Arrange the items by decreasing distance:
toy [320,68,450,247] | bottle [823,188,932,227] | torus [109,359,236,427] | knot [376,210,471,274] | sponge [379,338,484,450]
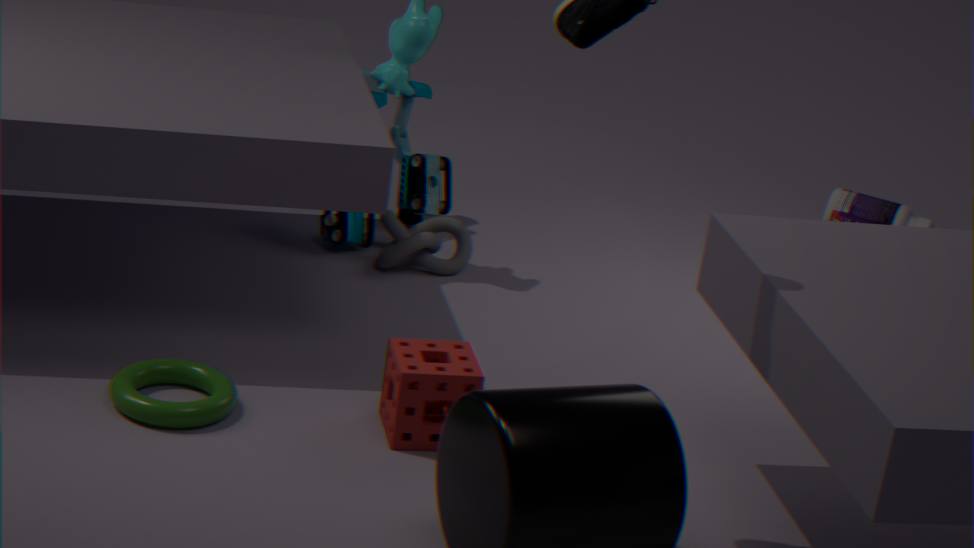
bottle [823,188,932,227]
toy [320,68,450,247]
knot [376,210,471,274]
sponge [379,338,484,450]
torus [109,359,236,427]
